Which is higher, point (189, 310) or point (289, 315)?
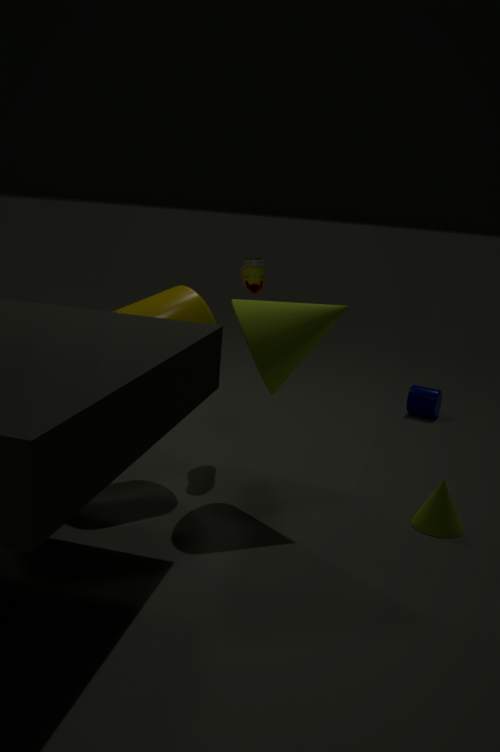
point (289, 315)
